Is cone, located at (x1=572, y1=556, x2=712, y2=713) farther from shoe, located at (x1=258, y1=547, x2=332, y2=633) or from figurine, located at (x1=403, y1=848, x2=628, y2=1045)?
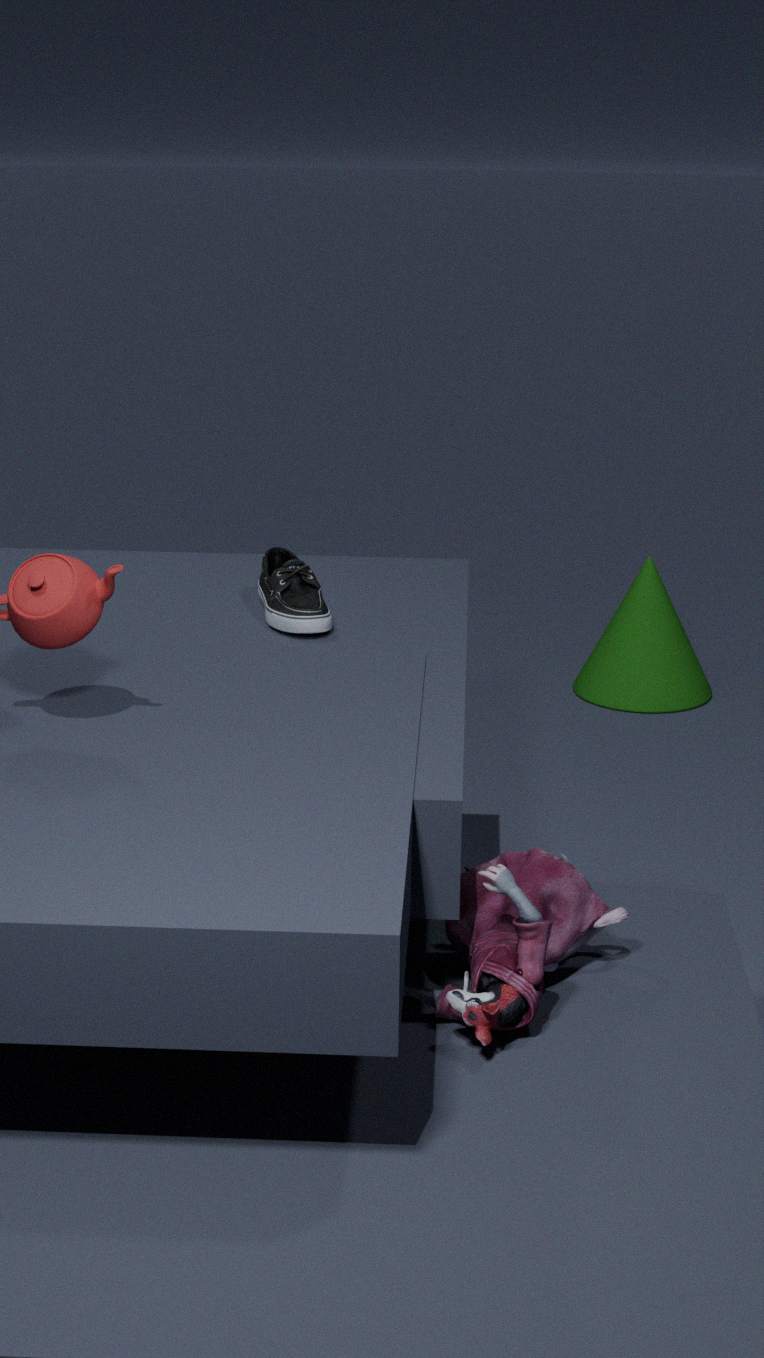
figurine, located at (x1=403, y1=848, x2=628, y2=1045)
